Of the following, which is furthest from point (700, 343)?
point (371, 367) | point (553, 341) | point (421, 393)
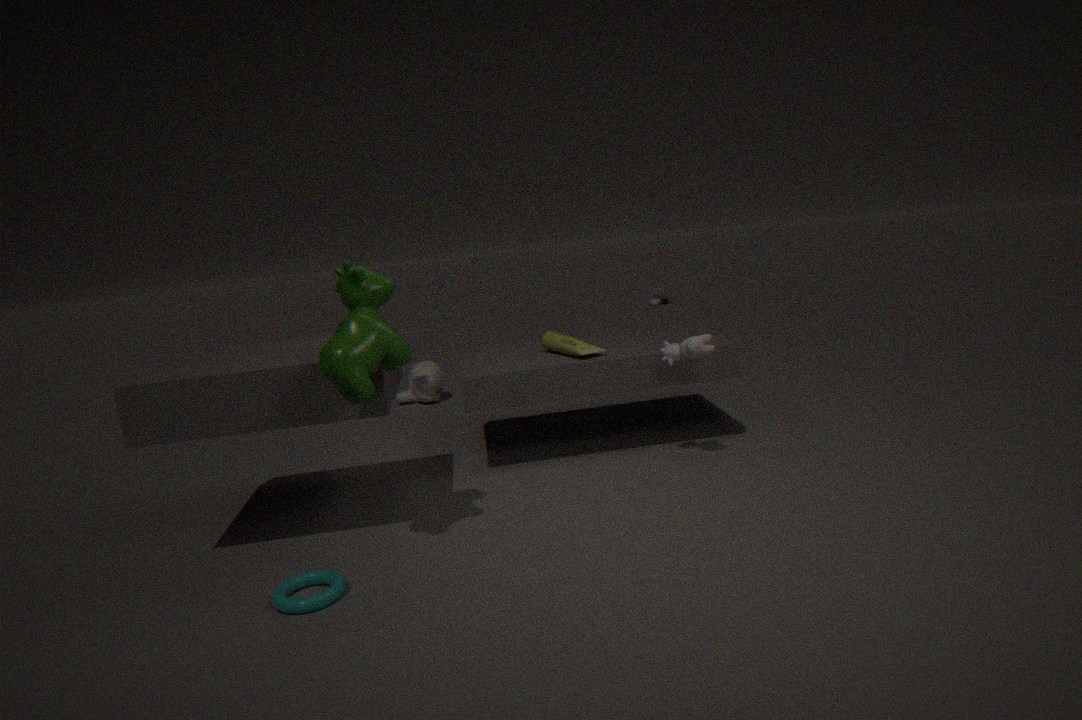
point (421, 393)
